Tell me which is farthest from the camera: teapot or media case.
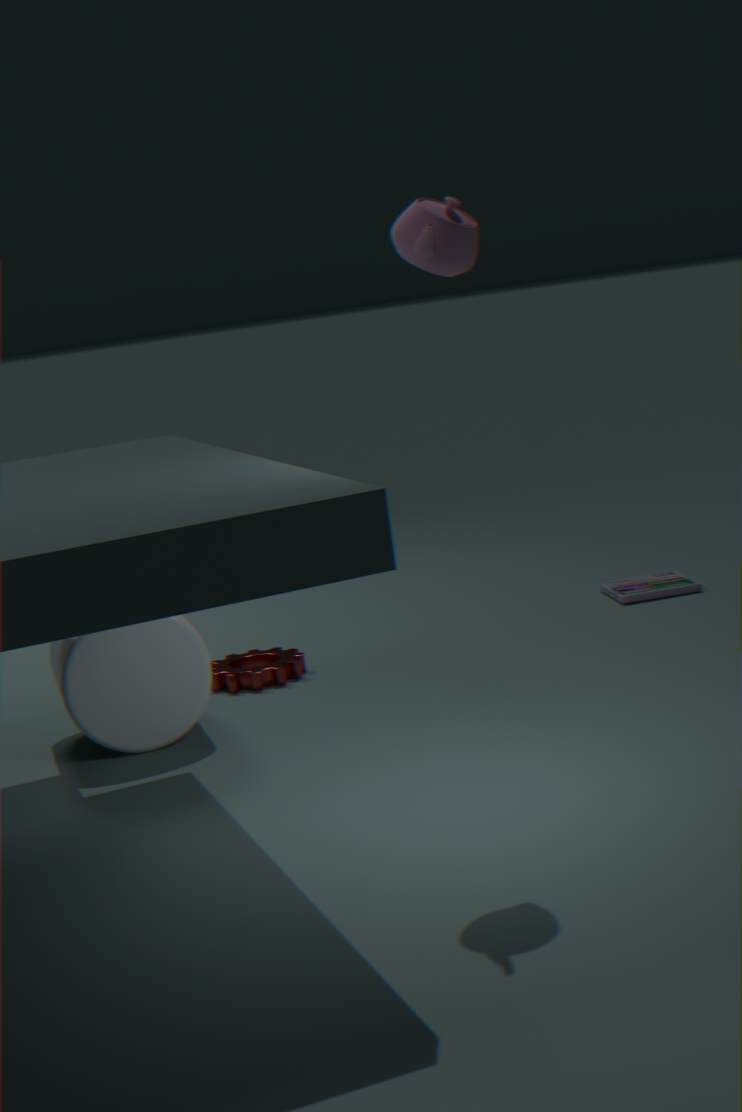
media case
